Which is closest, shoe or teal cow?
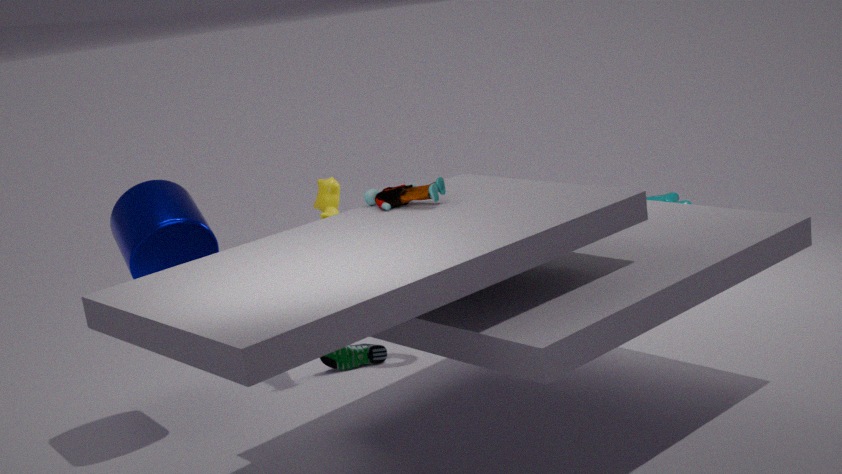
shoe
